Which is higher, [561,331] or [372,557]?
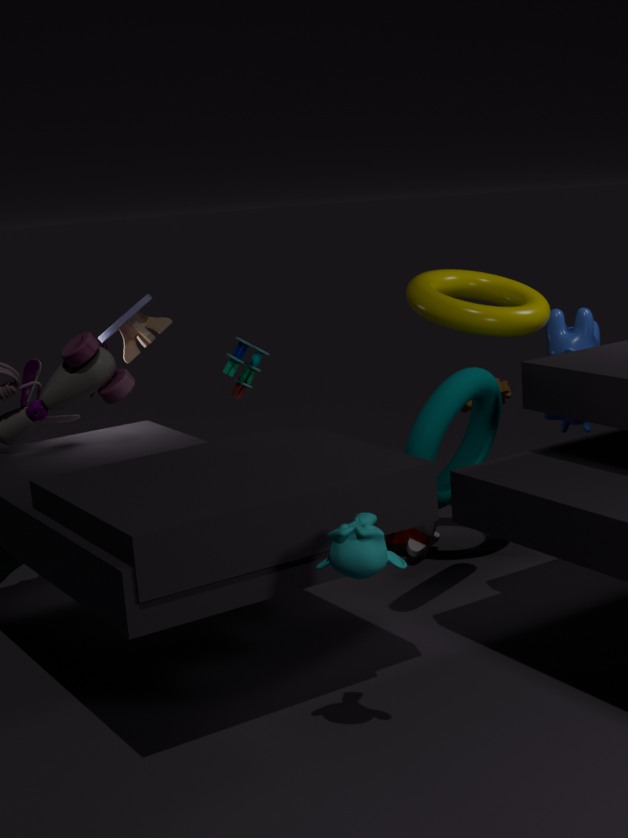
[561,331]
